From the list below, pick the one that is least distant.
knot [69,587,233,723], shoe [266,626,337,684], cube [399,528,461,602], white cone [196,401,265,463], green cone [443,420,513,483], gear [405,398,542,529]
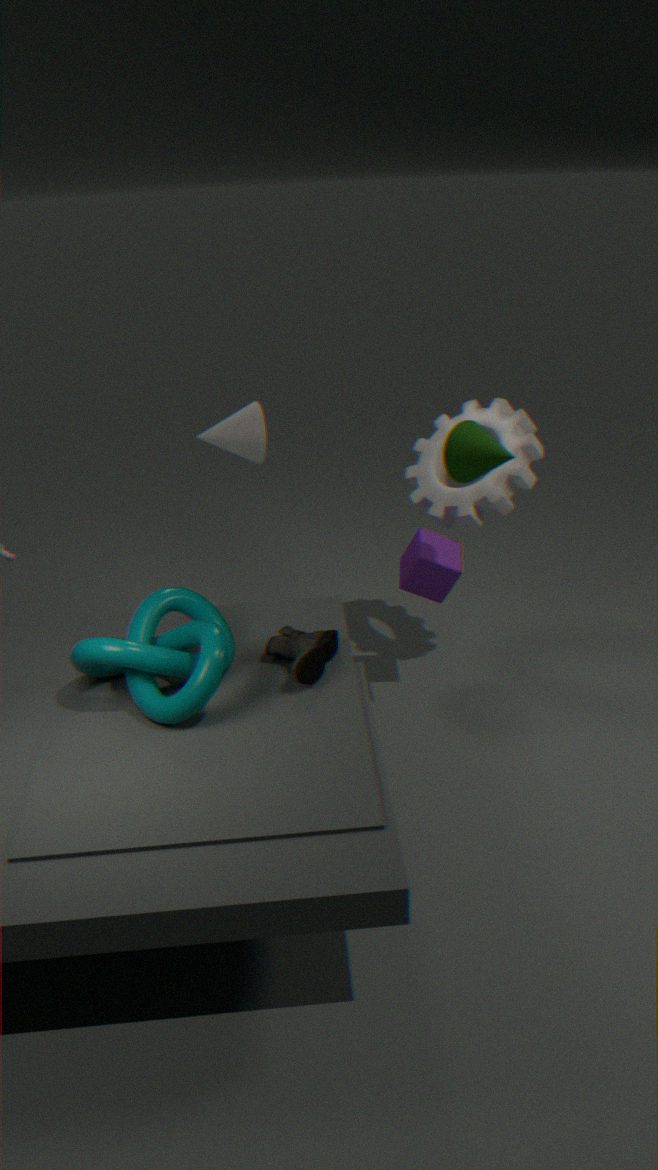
knot [69,587,233,723]
